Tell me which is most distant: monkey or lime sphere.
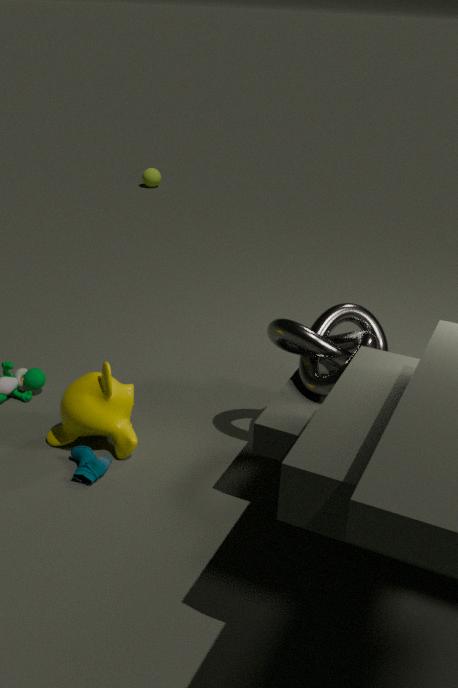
lime sphere
